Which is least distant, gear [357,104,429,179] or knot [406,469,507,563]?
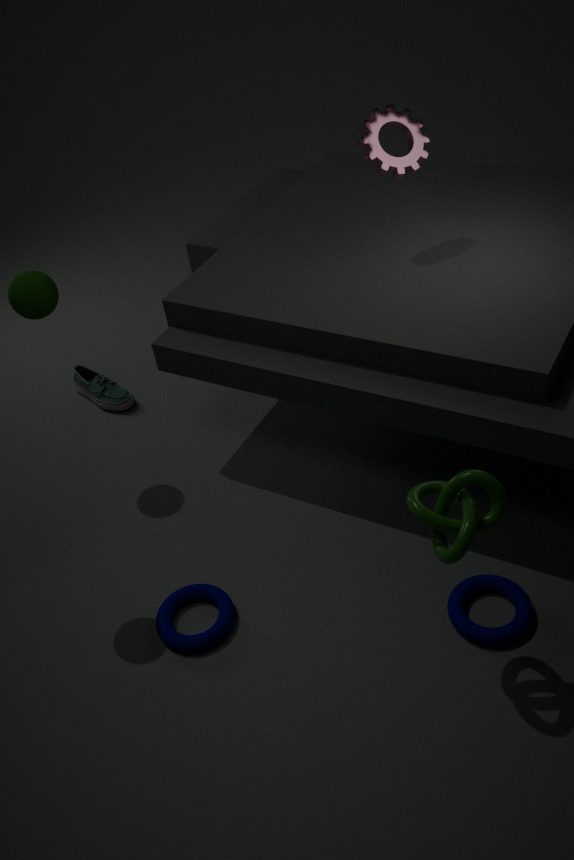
knot [406,469,507,563]
